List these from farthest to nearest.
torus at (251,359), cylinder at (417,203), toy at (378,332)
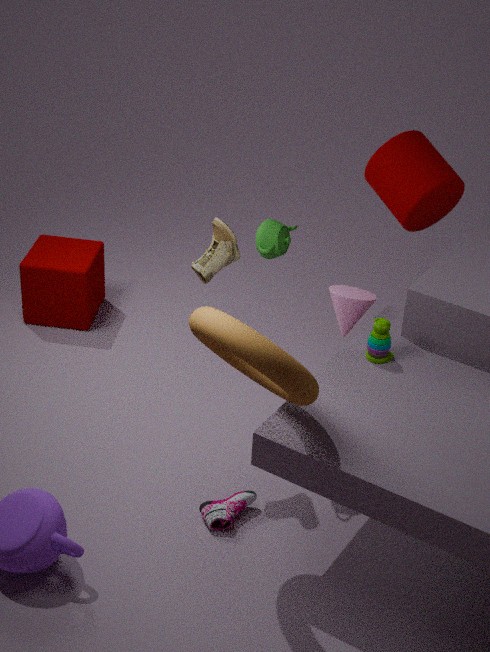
cylinder at (417,203), toy at (378,332), torus at (251,359)
